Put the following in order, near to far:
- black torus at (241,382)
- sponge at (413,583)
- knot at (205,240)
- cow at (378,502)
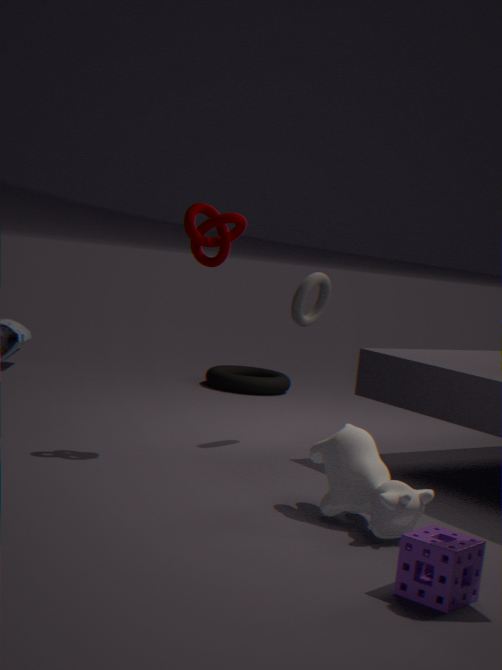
sponge at (413,583)
cow at (378,502)
knot at (205,240)
black torus at (241,382)
